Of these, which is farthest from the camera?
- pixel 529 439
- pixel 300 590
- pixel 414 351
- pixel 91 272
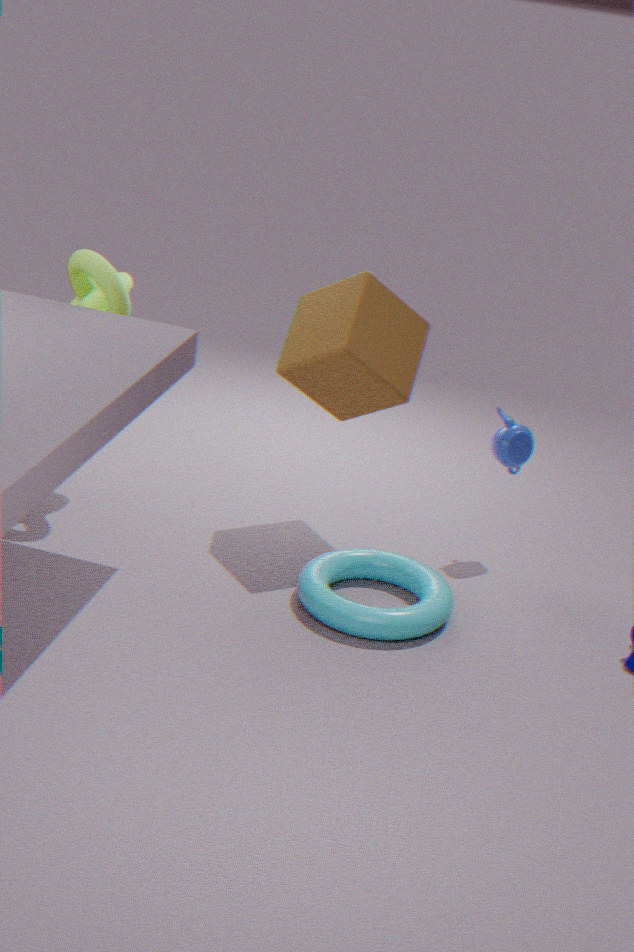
pixel 529 439
